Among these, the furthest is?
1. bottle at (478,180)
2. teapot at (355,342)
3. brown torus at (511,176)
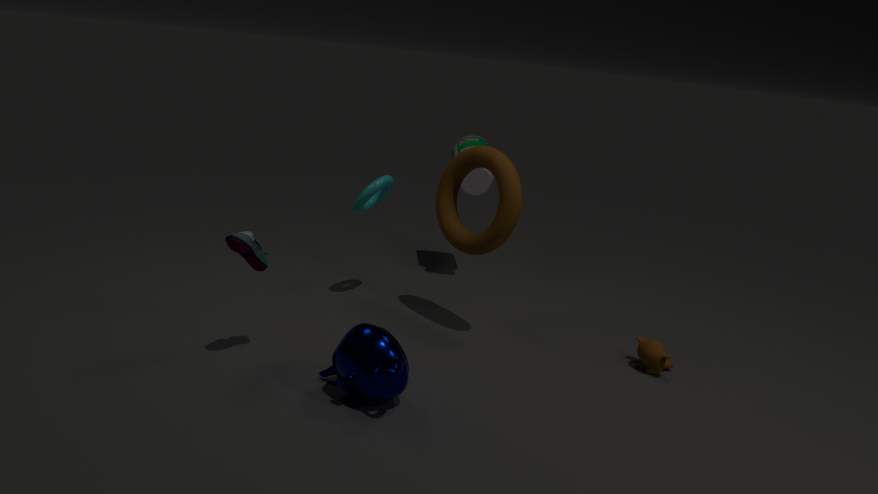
bottle at (478,180)
